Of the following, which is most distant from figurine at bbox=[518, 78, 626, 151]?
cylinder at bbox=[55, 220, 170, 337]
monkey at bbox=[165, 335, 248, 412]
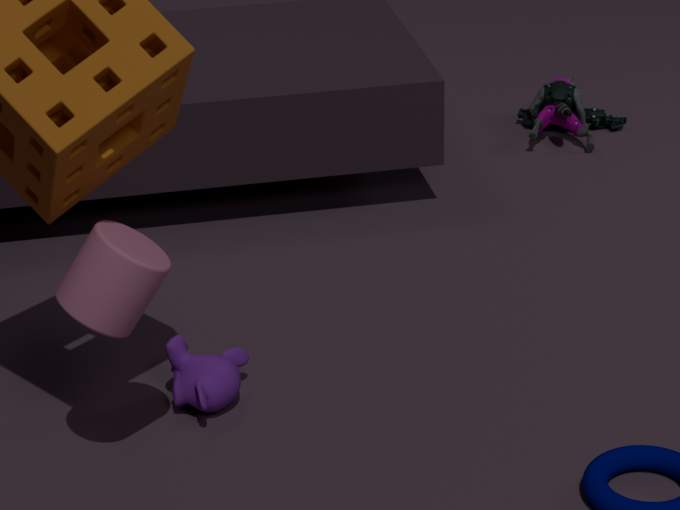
cylinder at bbox=[55, 220, 170, 337]
